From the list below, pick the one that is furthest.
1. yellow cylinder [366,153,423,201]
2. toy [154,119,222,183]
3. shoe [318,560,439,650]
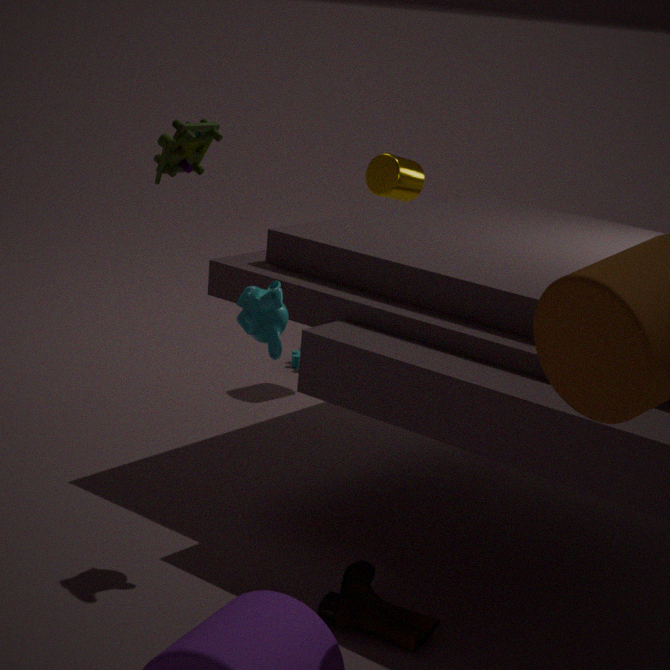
yellow cylinder [366,153,423,201]
